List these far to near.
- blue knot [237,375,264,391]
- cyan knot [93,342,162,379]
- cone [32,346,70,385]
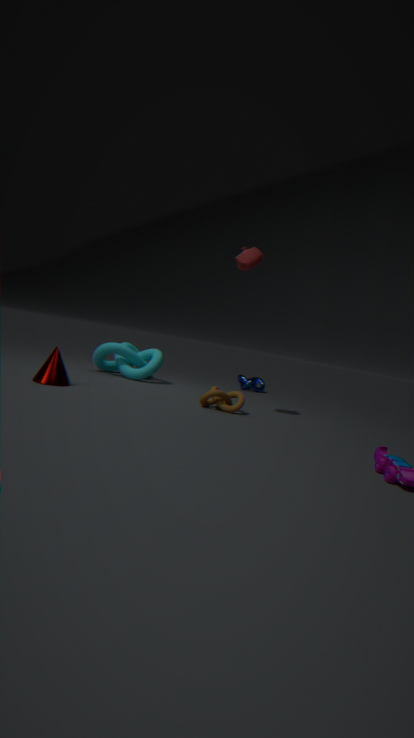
1. blue knot [237,375,264,391]
2. cyan knot [93,342,162,379]
3. cone [32,346,70,385]
